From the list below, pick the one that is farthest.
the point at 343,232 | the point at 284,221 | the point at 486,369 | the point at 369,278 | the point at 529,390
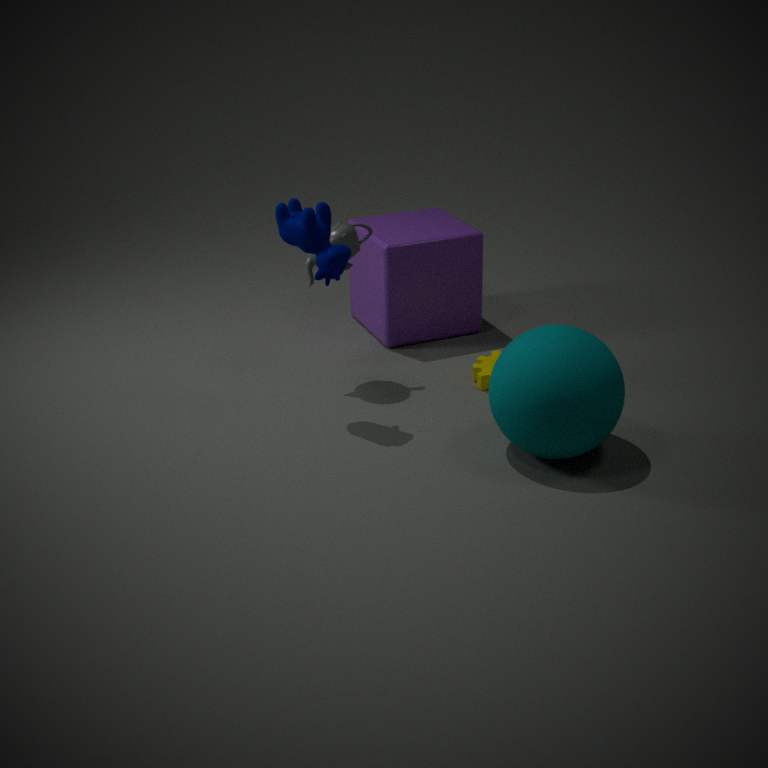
the point at 369,278
